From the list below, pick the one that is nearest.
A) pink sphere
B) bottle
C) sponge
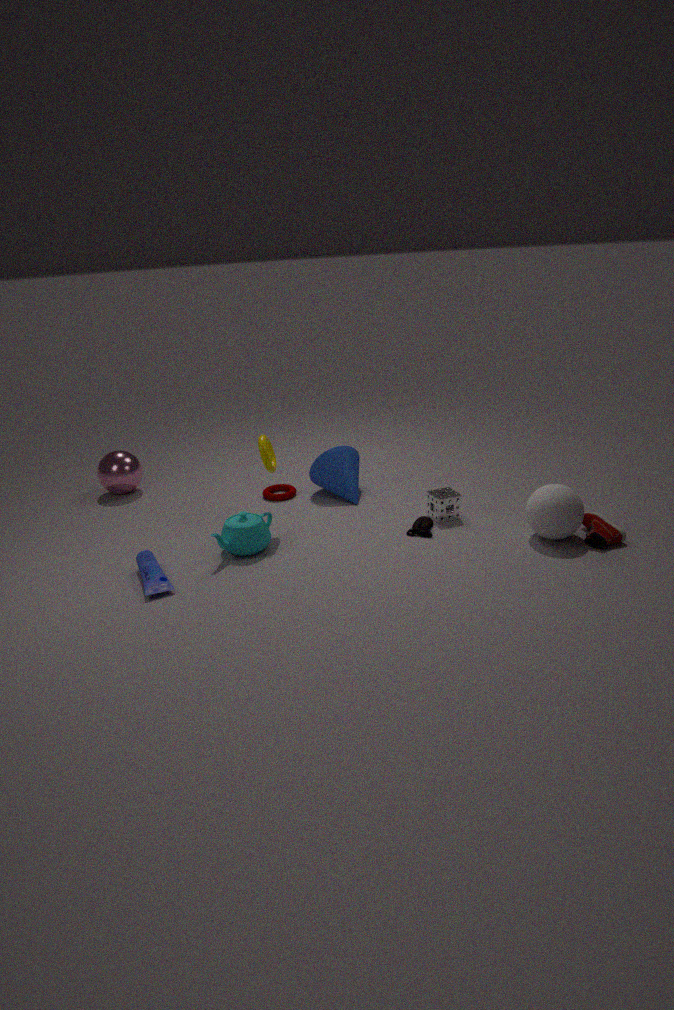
bottle
